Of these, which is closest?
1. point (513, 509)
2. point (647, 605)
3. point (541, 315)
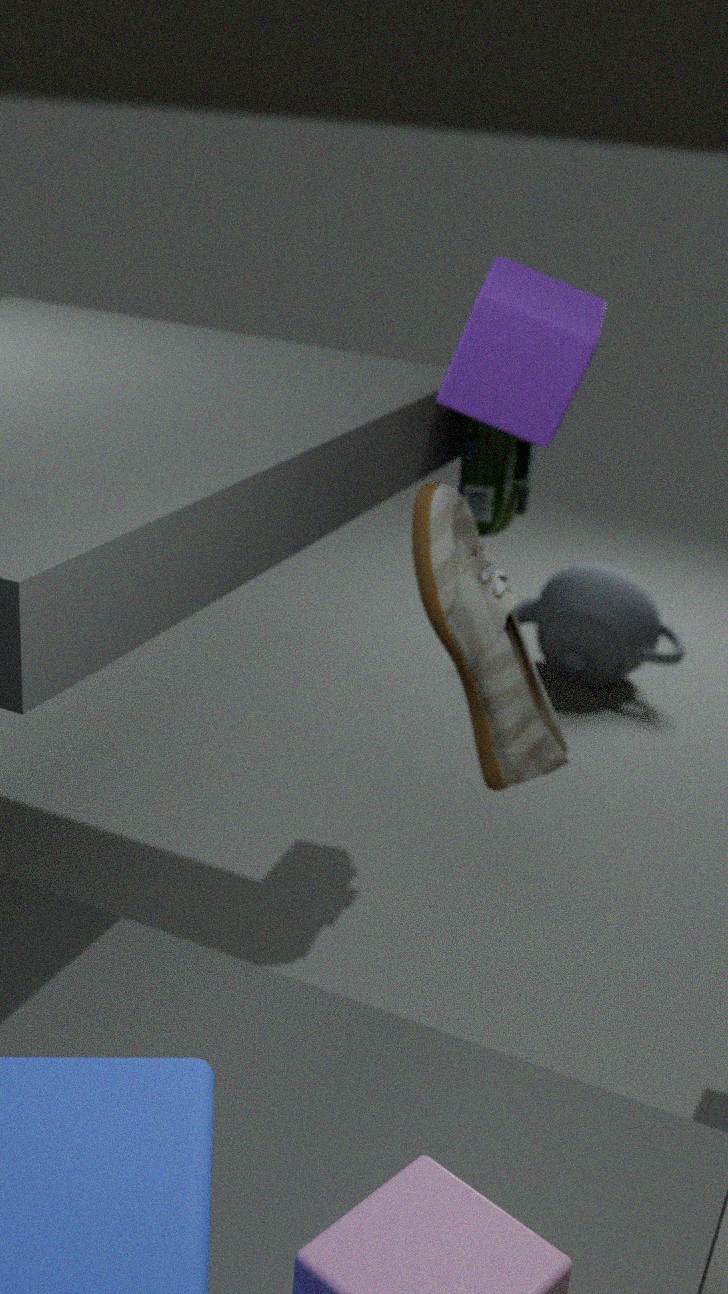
point (541, 315)
